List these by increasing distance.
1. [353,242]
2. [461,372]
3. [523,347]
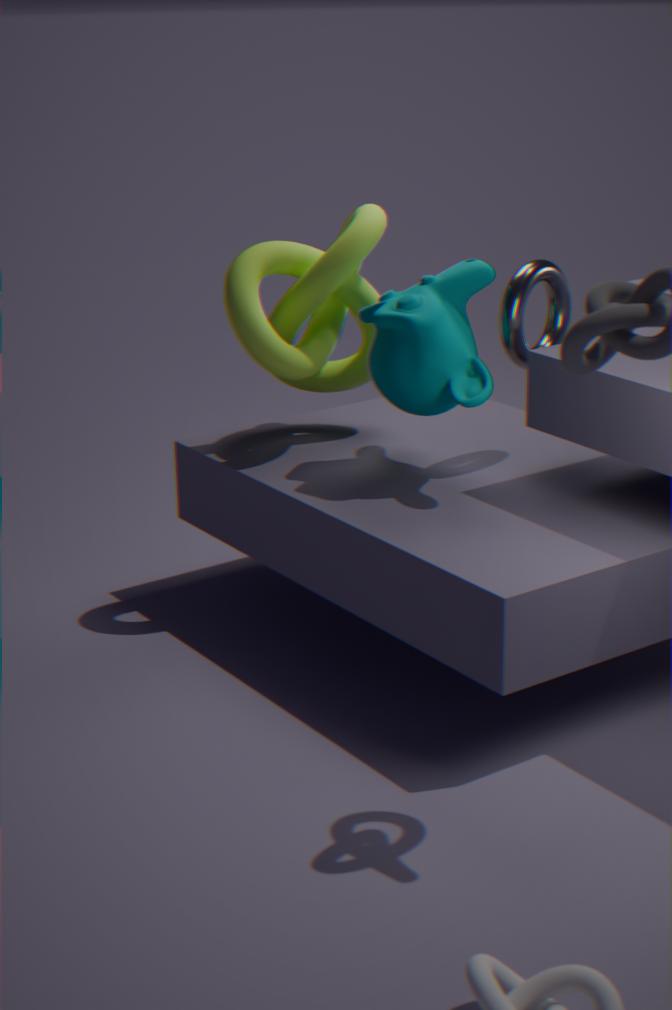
[461,372]
[523,347]
[353,242]
